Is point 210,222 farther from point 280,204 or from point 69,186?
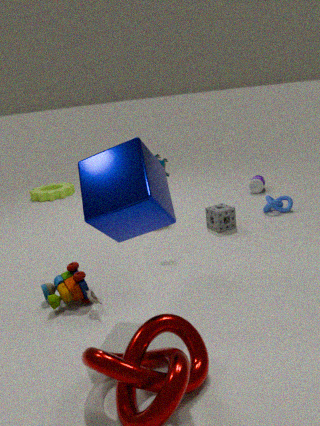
point 69,186
